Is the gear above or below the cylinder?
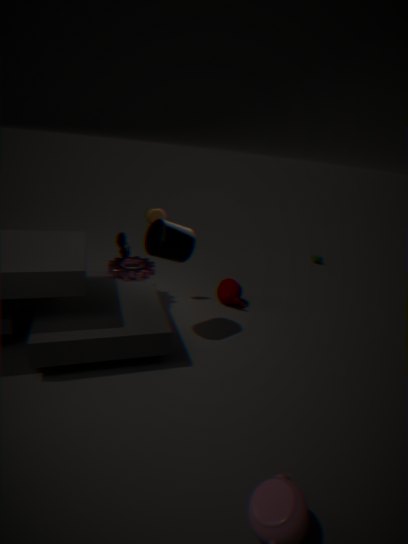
below
